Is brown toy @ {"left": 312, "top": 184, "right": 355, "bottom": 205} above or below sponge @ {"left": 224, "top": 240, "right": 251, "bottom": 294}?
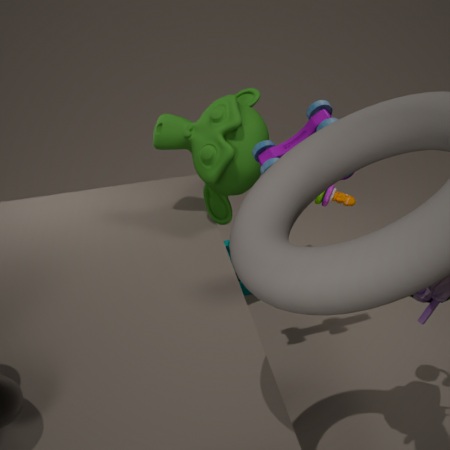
above
